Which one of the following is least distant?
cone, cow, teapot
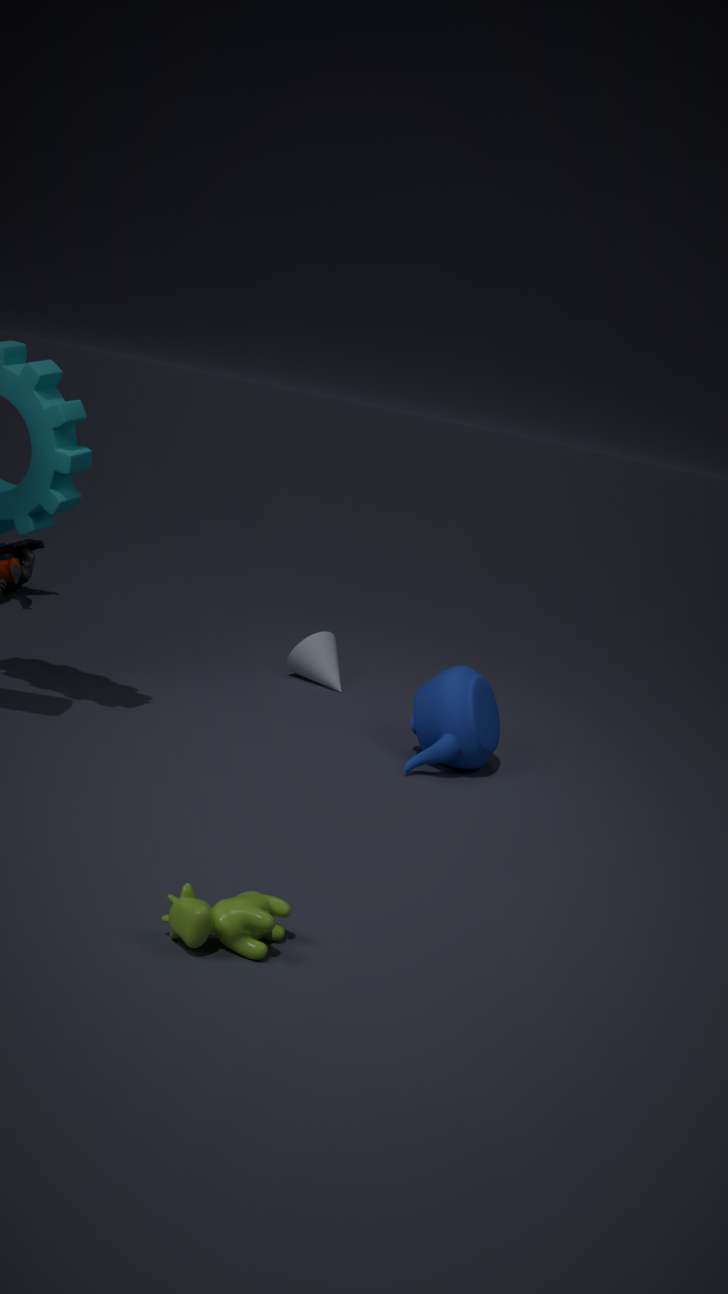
cow
